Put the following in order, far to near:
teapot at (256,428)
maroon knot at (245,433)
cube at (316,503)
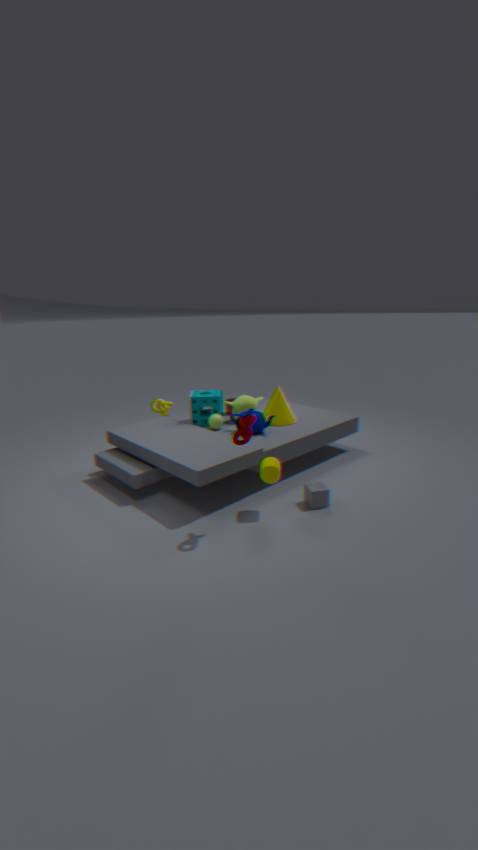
1. teapot at (256,428)
2. cube at (316,503)
3. maroon knot at (245,433)
